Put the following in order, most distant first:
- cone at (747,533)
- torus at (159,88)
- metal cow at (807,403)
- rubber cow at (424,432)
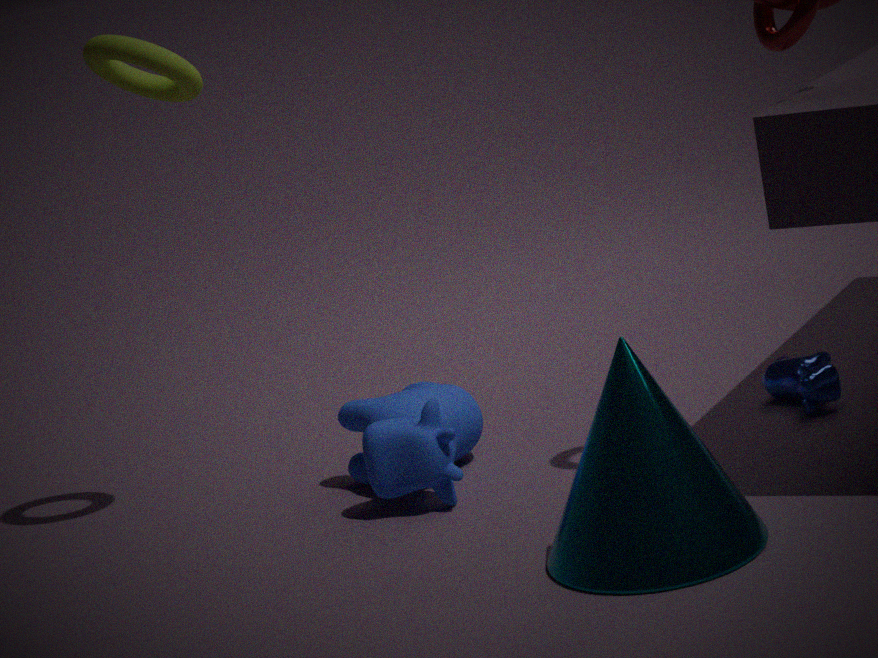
metal cow at (807,403)
rubber cow at (424,432)
torus at (159,88)
cone at (747,533)
